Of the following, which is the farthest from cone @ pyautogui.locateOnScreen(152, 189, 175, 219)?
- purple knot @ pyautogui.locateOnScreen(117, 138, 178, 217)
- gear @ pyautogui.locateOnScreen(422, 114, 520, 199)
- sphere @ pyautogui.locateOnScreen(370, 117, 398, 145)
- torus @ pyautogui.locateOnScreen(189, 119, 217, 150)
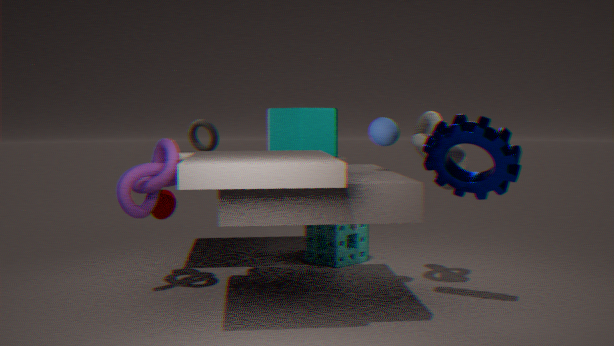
gear @ pyautogui.locateOnScreen(422, 114, 520, 199)
